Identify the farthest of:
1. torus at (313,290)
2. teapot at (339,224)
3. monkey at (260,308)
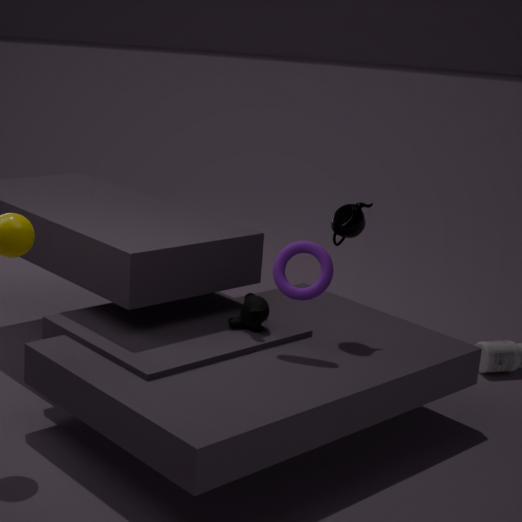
teapot at (339,224)
